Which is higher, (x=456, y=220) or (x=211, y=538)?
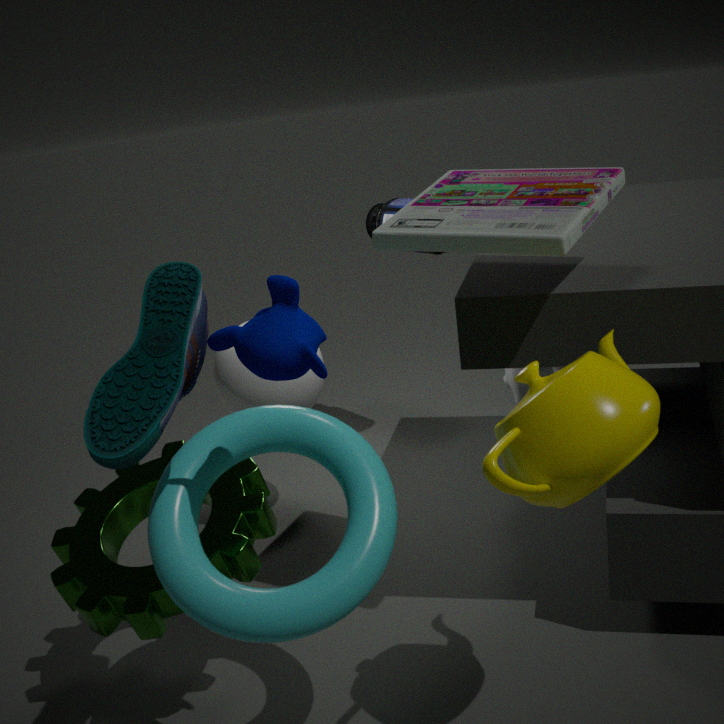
(x=456, y=220)
